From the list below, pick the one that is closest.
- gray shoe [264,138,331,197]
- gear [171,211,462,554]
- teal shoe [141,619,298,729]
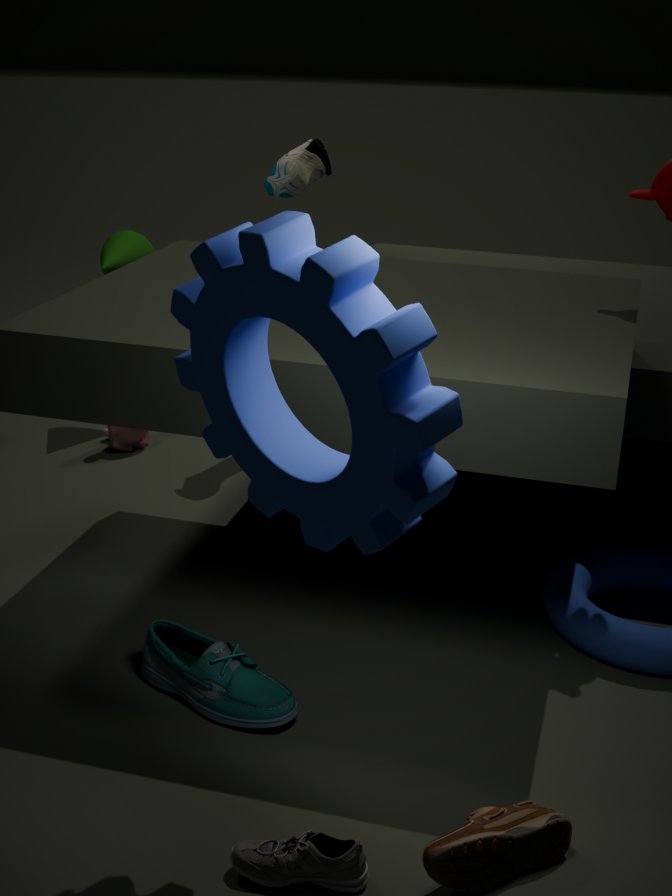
gear [171,211,462,554]
